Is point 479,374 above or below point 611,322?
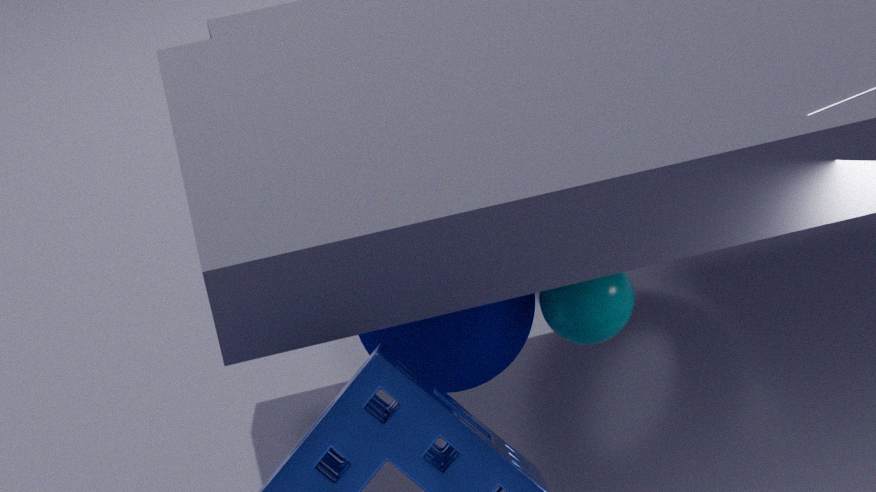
below
